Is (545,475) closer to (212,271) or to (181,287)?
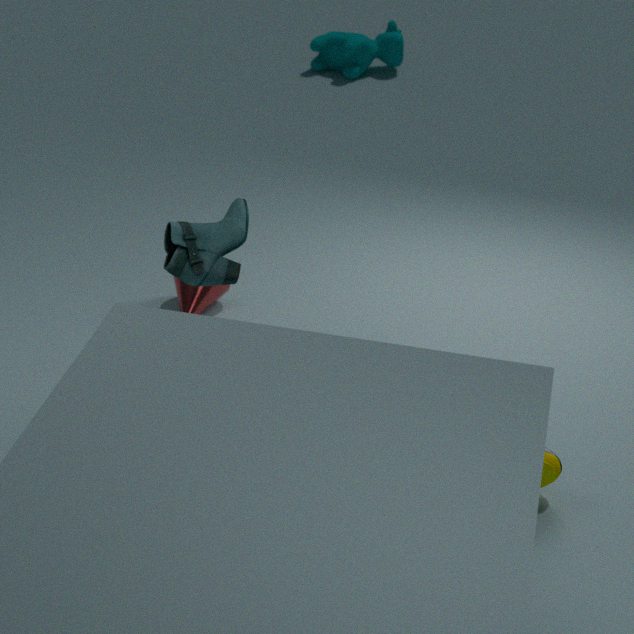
(212,271)
